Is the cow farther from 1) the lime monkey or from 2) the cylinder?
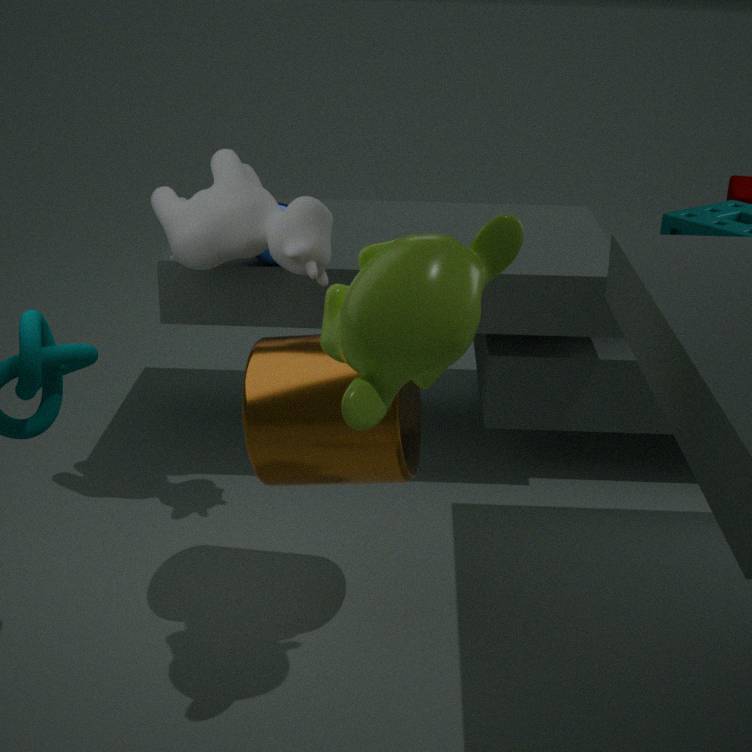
1) the lime monkey
